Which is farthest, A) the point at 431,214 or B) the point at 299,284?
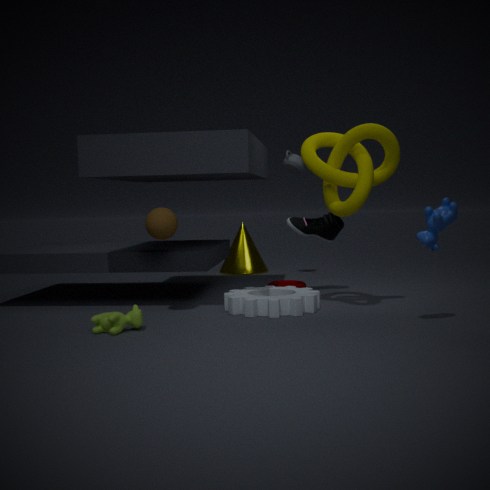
B. the point at 299,284
